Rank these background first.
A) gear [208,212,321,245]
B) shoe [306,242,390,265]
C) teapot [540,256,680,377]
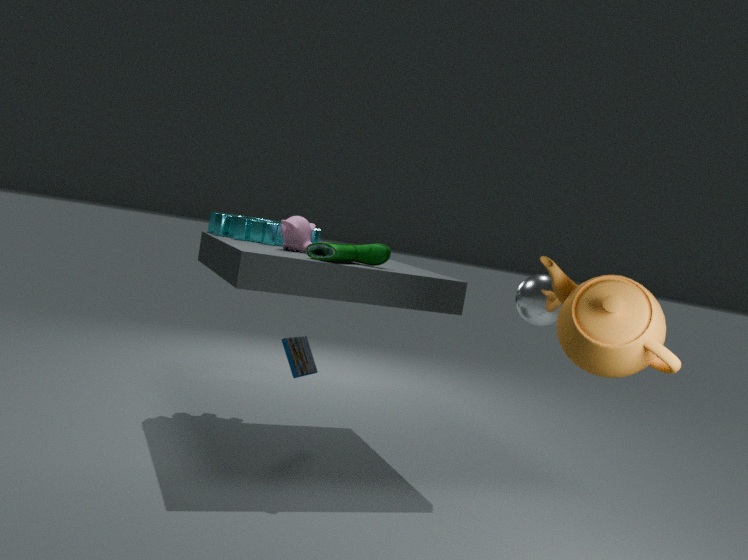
A. gear [208,212,321,245], B. shoe [306,242,390,265], C. teapot [540,256,680,377]
